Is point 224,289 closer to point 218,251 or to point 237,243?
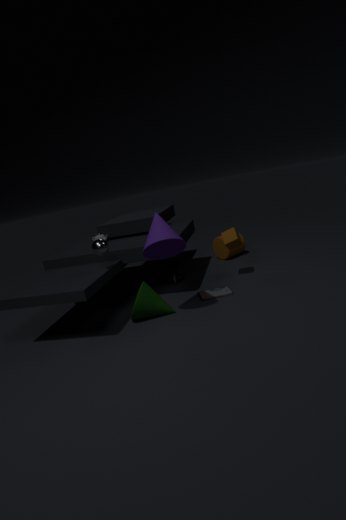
point 237,243
